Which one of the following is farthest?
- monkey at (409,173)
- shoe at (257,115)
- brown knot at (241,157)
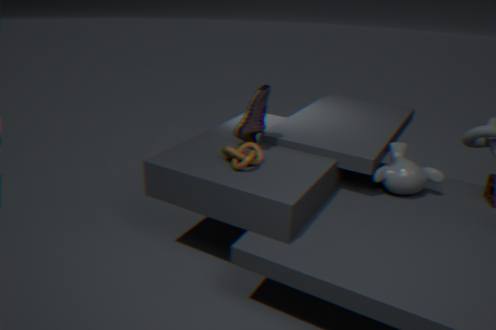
monkey at (409,173)
